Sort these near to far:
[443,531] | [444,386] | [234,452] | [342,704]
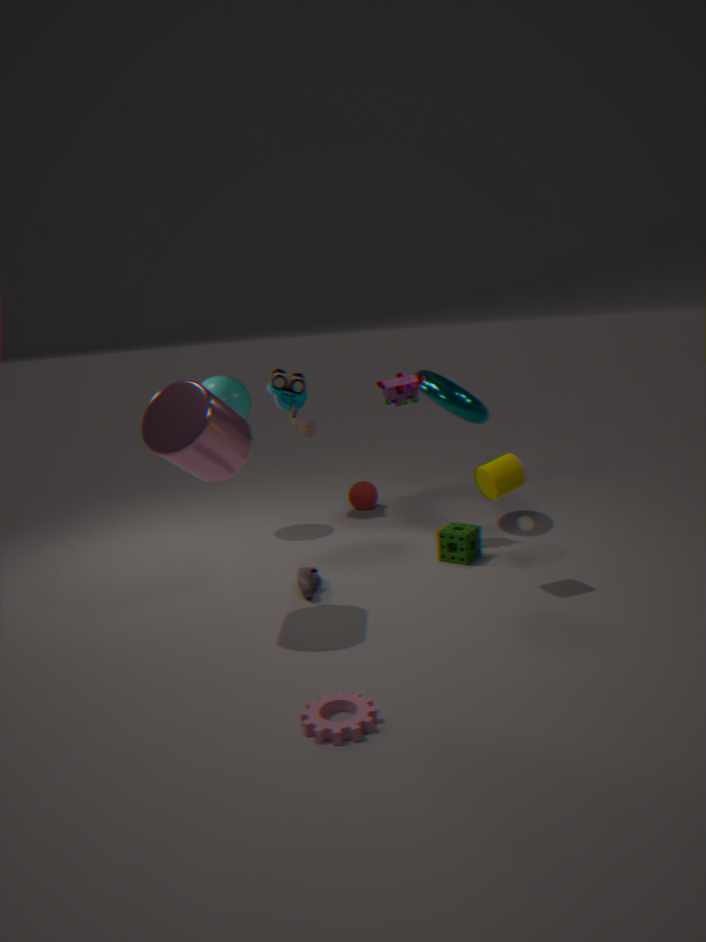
1. [342,704]
2. [234,452]
3. [443,531]
4. [444,386]
